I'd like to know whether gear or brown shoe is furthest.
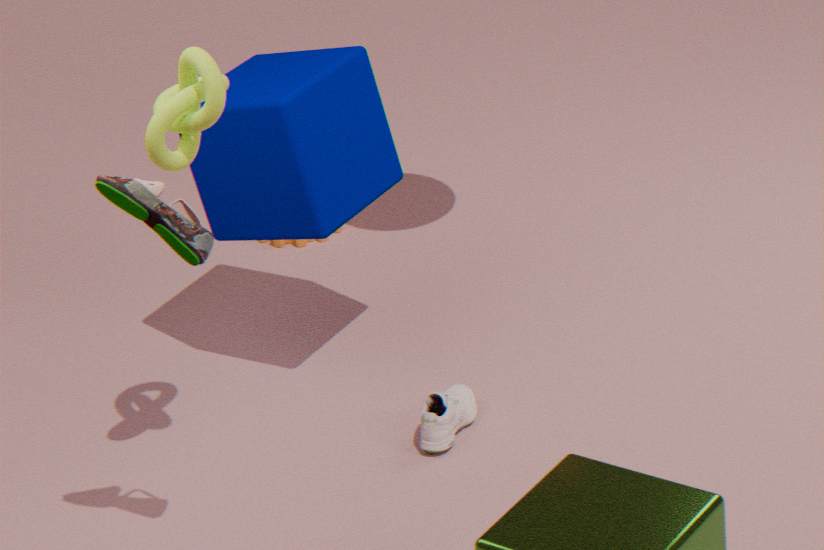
gear
